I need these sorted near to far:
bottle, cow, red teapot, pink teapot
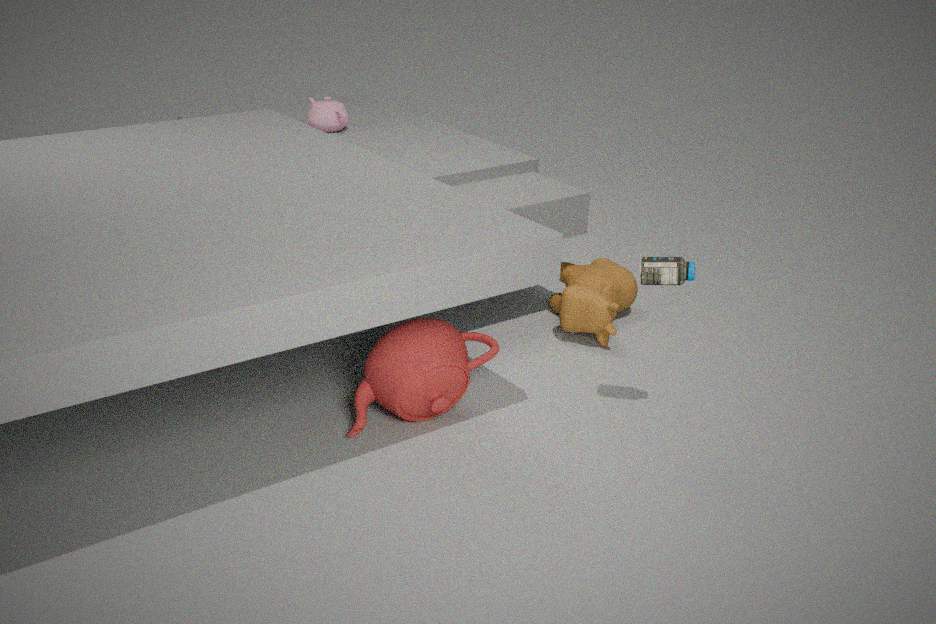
bottle
red teapot
cow
pink teapot
